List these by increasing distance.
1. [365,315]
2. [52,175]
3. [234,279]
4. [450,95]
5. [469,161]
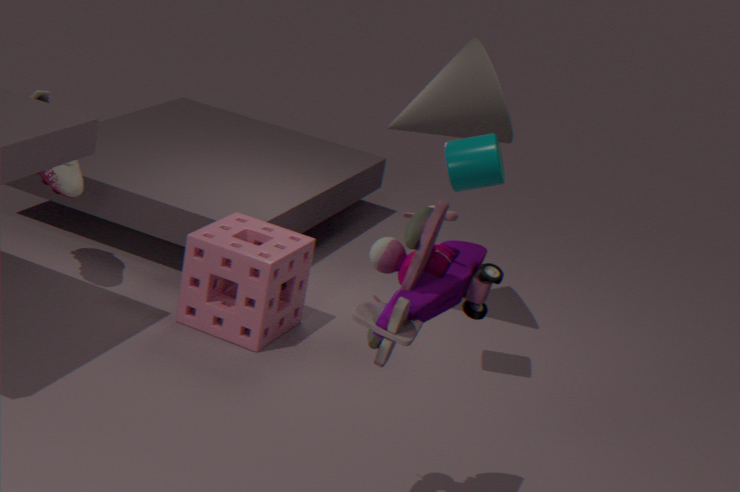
[365,315] < [469,161] < [234,279] < [52,175] < [450,95]
